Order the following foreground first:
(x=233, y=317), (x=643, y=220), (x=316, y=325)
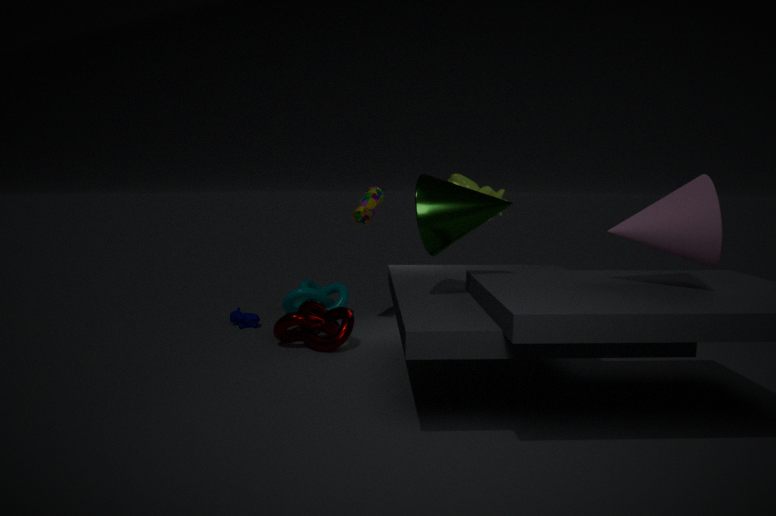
(x=643, y=220), (x=316, y=325), (x=233, y=317)
